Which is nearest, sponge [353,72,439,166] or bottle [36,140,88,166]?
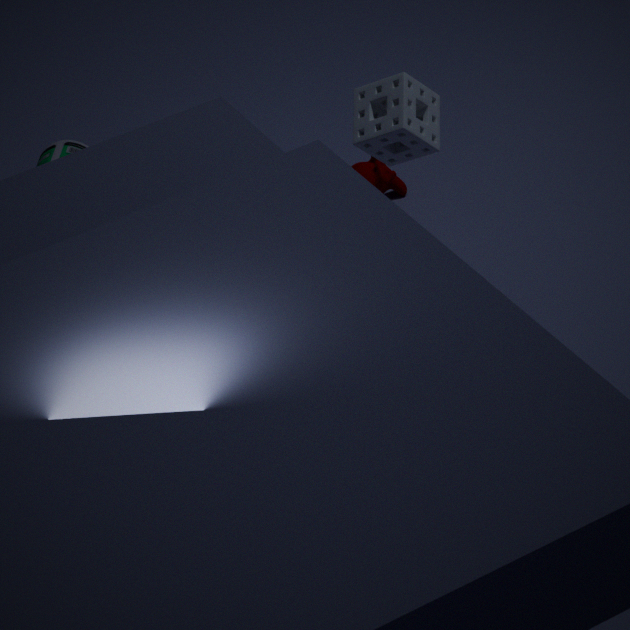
sponge [353,72,439,166]
